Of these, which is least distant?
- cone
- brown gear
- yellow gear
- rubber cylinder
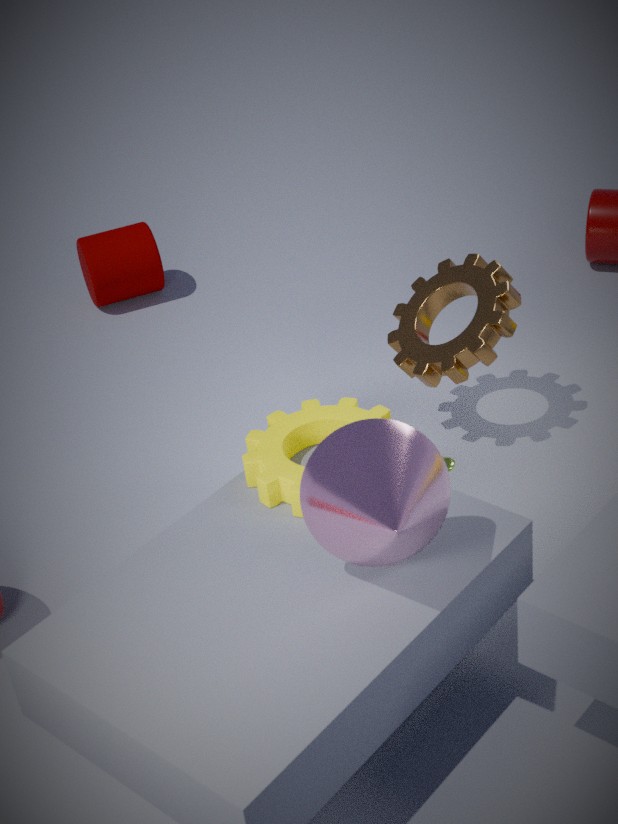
cone
